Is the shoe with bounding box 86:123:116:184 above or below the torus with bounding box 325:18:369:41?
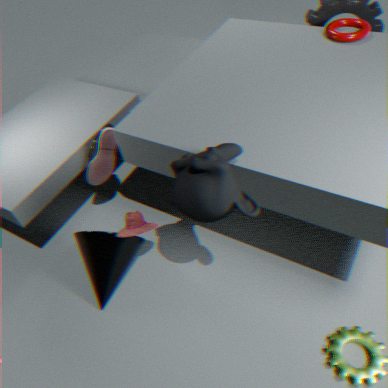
below
